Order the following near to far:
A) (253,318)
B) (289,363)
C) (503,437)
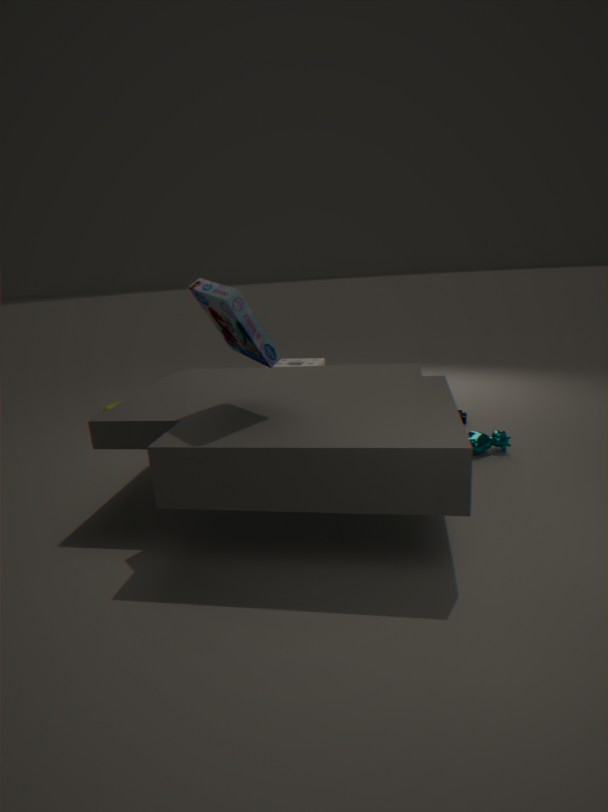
(253,318)
(503,437)
(289,363)
